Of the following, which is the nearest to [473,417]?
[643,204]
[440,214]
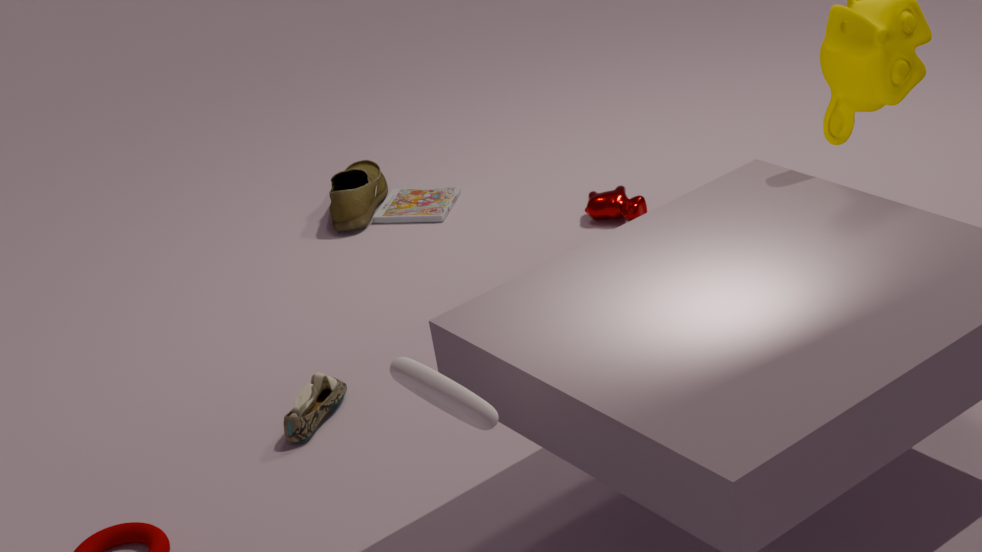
[643,204]
